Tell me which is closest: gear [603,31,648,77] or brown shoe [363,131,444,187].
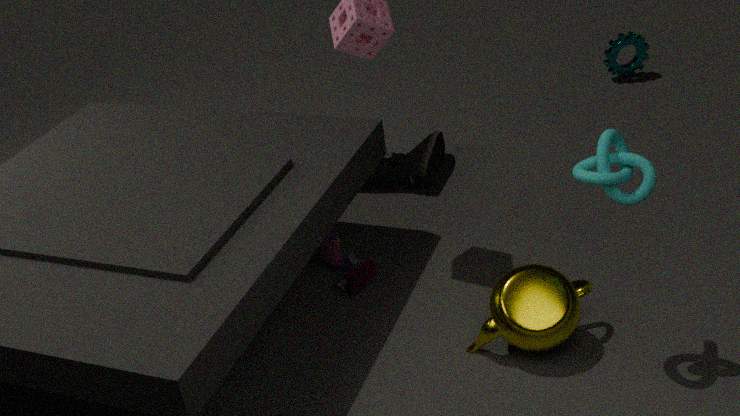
brown shoe [363,131,444,187]
